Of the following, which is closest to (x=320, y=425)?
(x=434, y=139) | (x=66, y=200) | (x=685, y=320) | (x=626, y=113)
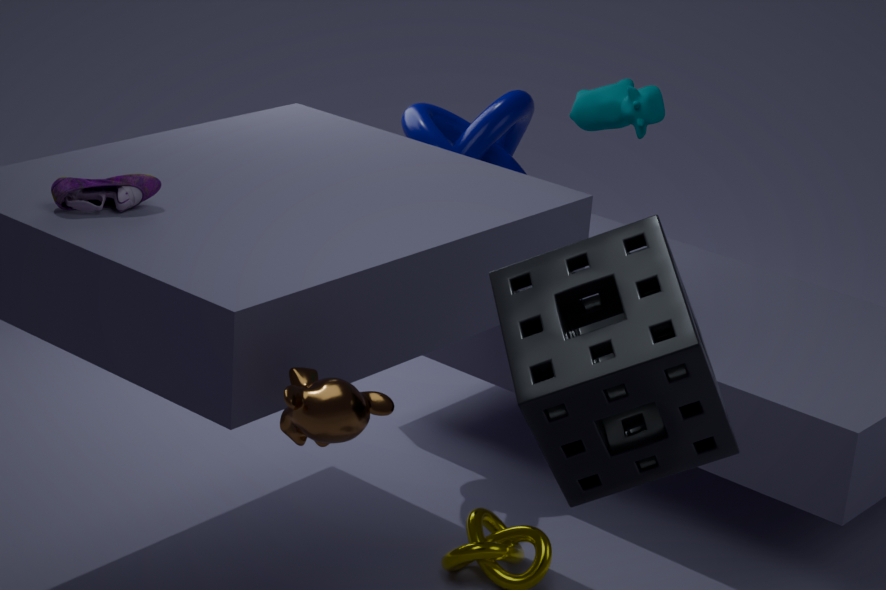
(x=685, y=320)
